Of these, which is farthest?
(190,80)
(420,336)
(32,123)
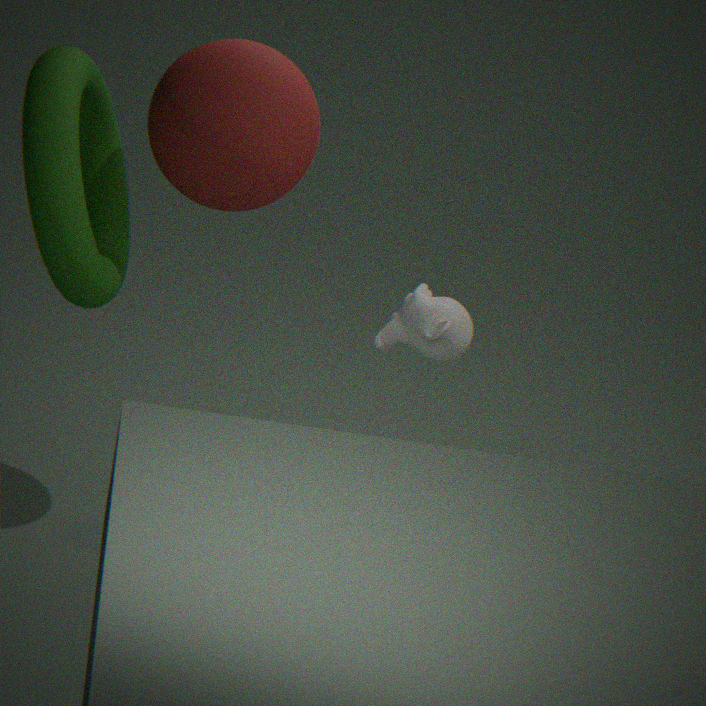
(190,80)
